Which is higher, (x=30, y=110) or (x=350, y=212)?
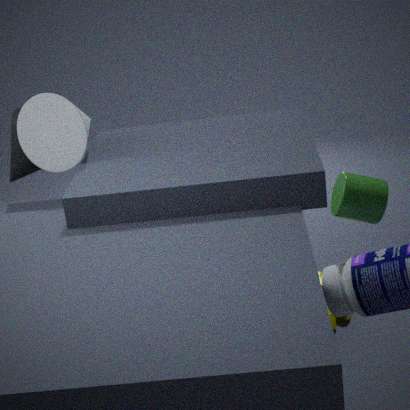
(x=30, y=110)
